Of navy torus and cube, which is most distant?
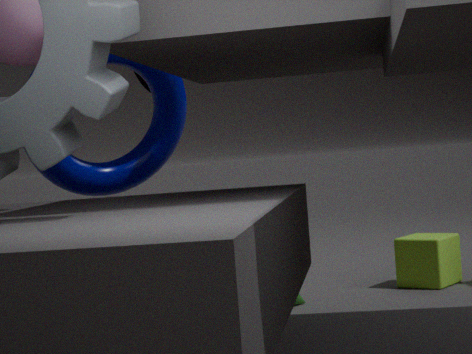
cube
